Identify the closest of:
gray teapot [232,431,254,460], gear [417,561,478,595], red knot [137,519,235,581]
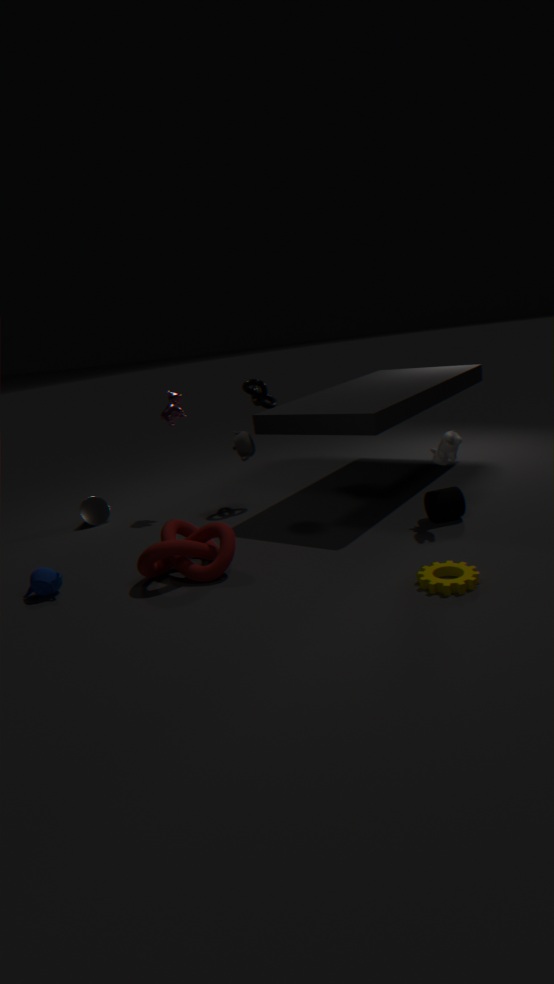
gear [417,561,478,595]
